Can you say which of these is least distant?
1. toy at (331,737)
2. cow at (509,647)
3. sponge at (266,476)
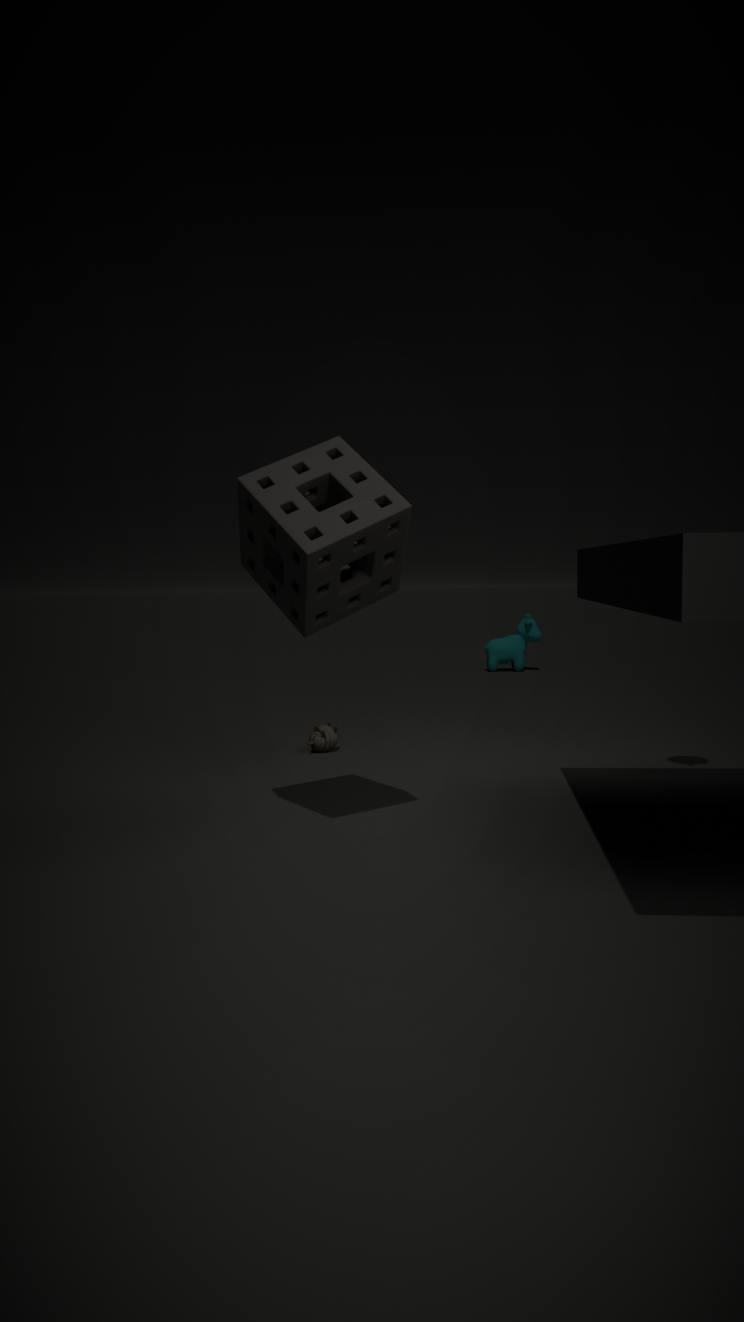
sponge at (266,476)
